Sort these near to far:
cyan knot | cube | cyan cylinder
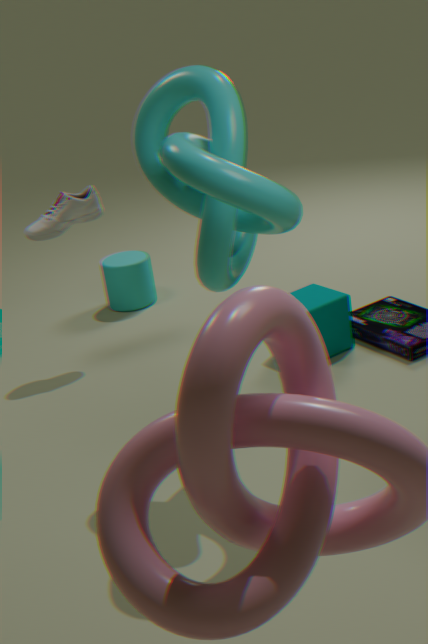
1. cyan knot
2. cube
3. cyan cylinder
